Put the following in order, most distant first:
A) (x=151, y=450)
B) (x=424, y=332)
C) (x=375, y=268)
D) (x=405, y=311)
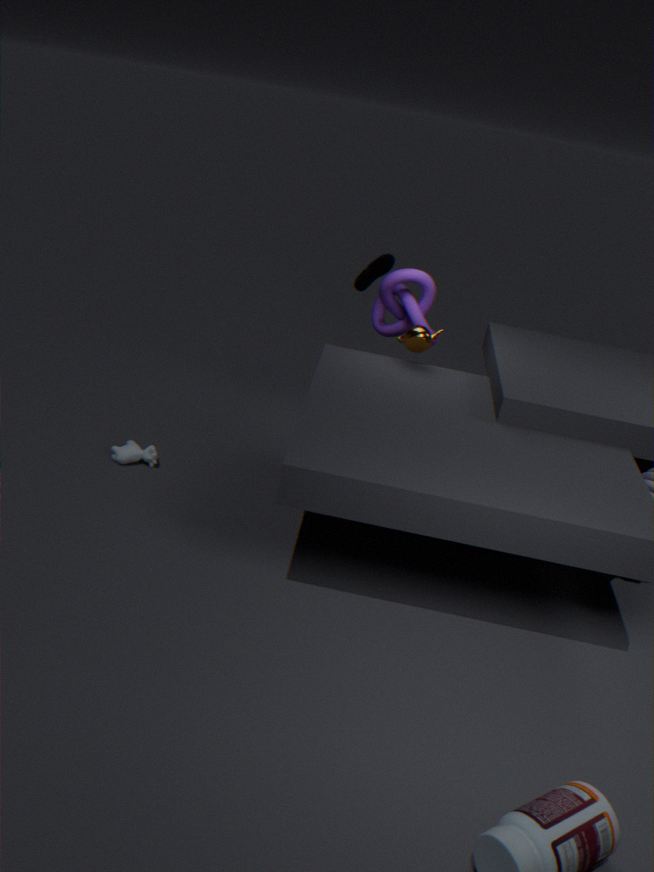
(x=375, y=268) < (x=405, y=311) < (x=424, y=332) < (x=151, y=450)
